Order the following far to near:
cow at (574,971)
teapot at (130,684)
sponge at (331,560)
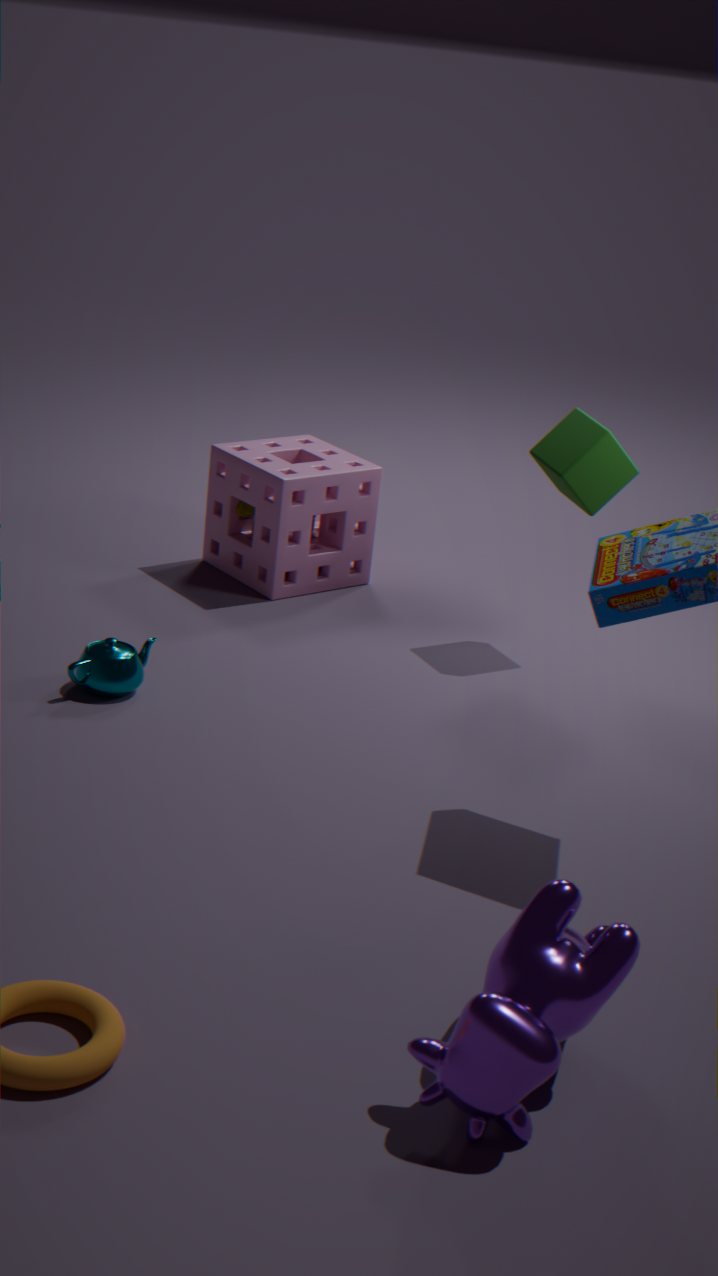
sponge at (331,560) → teapot at (130,684) → cow at (574,971)
